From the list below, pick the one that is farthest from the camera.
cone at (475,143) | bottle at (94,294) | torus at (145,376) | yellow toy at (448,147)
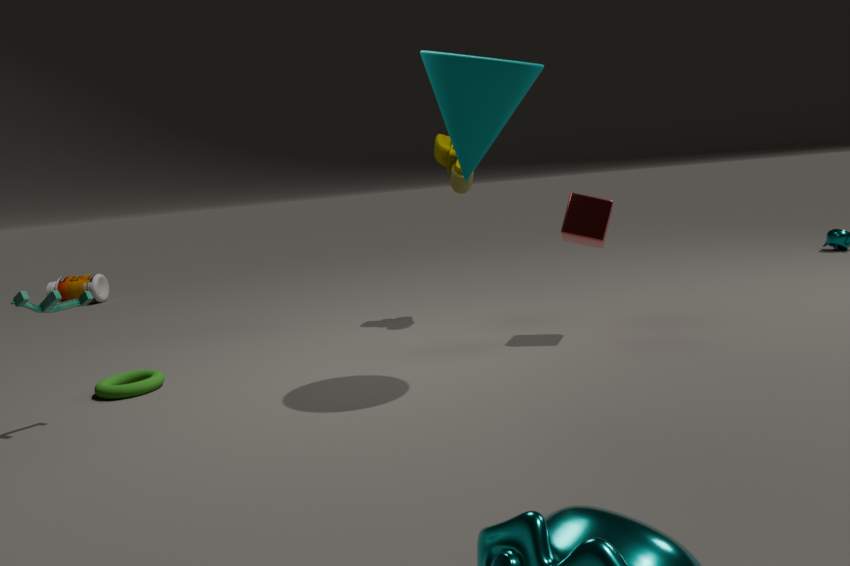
bottle at (94,294)
